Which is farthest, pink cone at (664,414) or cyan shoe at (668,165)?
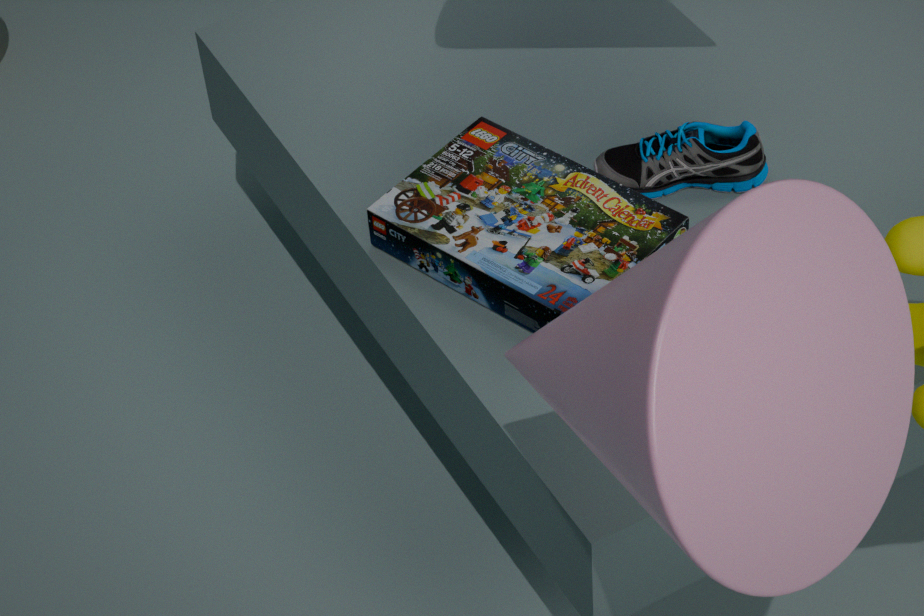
cyan shoe at (668,165)
